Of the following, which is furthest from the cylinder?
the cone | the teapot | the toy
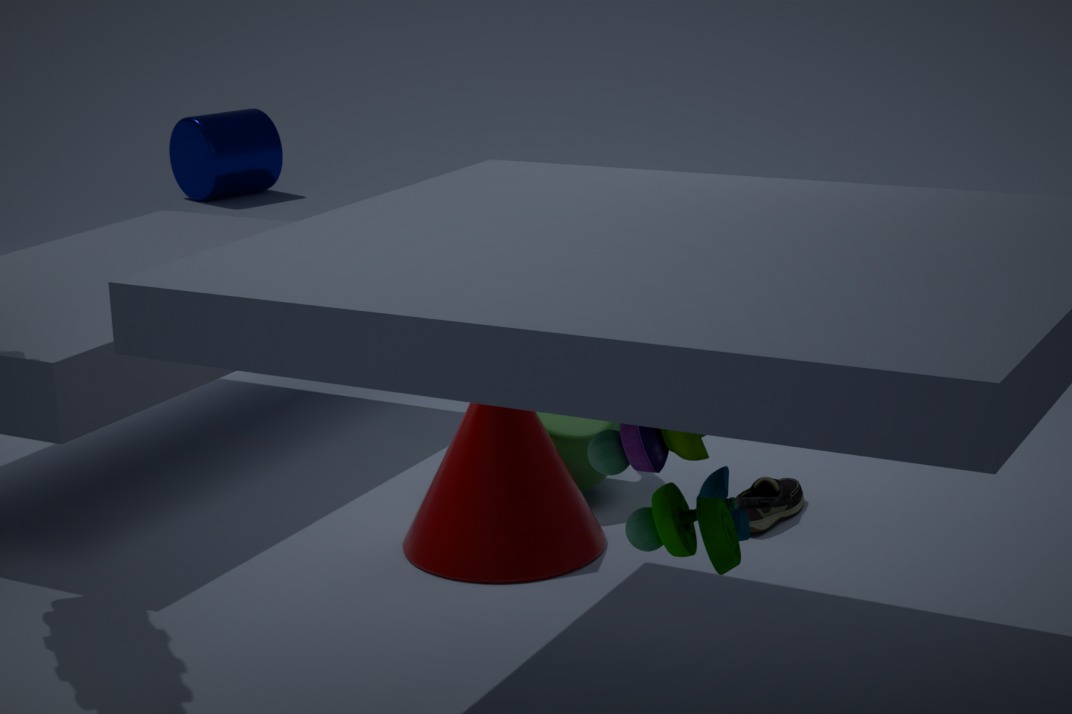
the toy
